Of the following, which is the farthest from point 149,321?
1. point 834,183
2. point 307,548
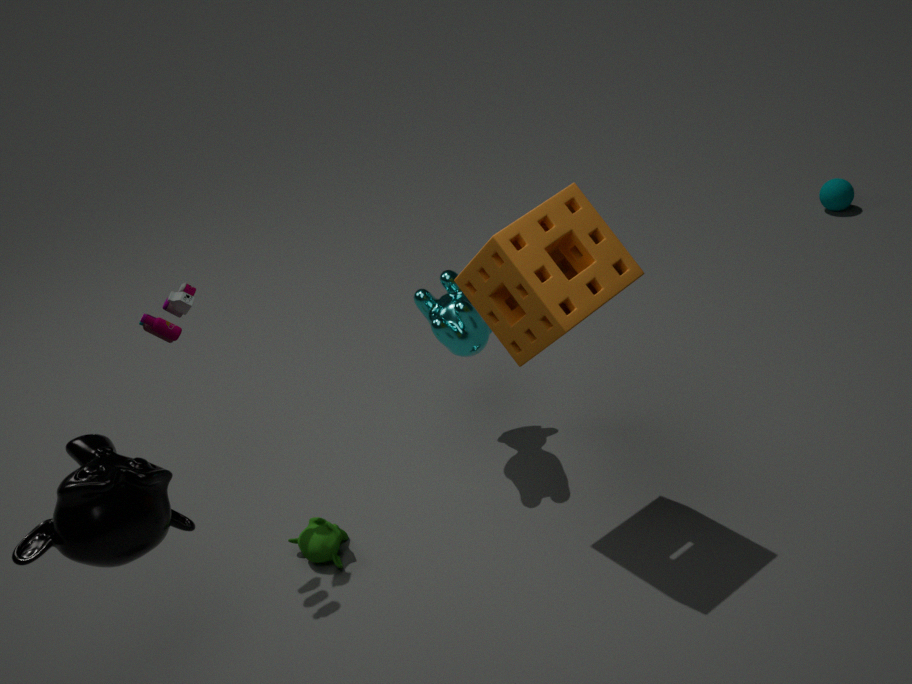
point 834,183
